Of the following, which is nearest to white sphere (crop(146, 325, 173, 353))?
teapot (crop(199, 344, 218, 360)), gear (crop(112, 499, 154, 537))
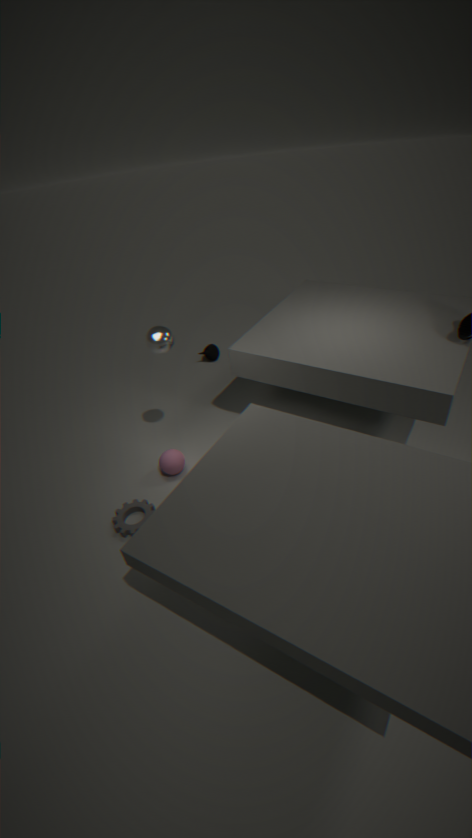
gear (crop(112, 499, 154, 537))
